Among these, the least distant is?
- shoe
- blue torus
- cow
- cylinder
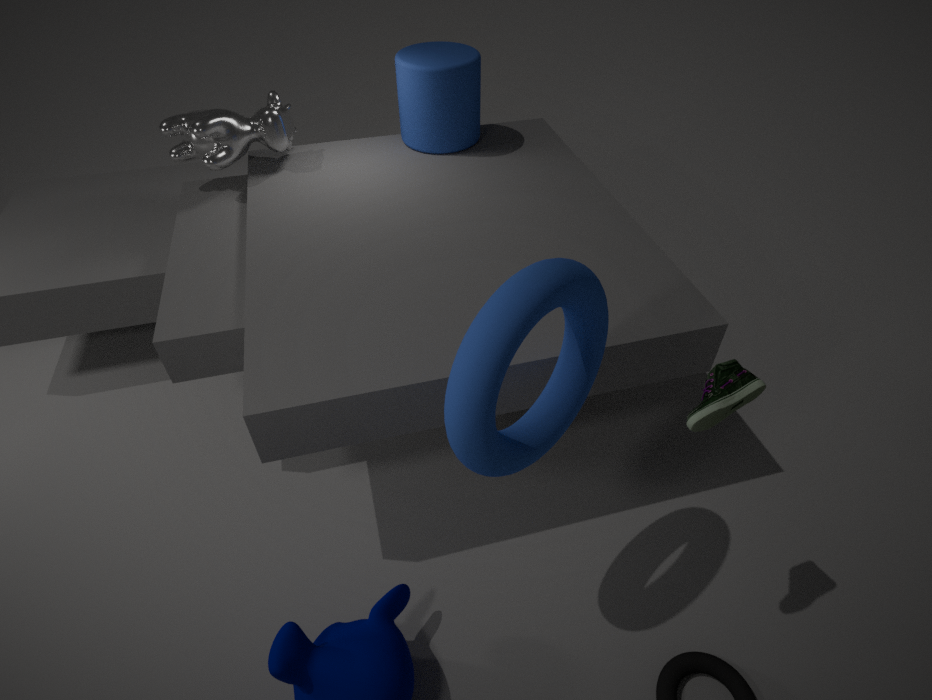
blue torus
